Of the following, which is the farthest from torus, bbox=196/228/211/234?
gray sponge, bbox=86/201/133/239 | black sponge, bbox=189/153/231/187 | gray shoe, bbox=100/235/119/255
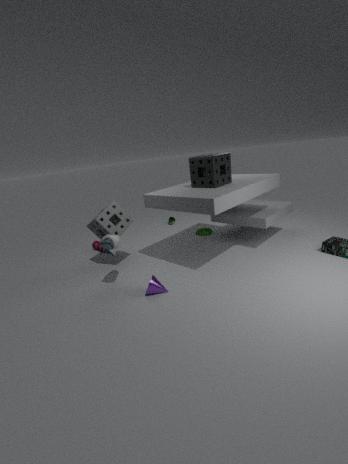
gray shoe, bbox=100/235/119/255
